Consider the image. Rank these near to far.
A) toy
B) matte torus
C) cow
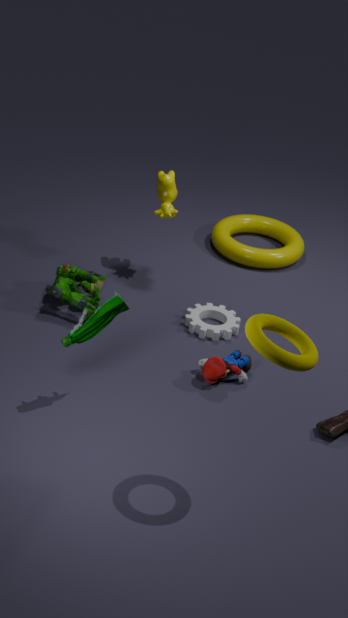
1. matte torus
2. toy
3. cow
